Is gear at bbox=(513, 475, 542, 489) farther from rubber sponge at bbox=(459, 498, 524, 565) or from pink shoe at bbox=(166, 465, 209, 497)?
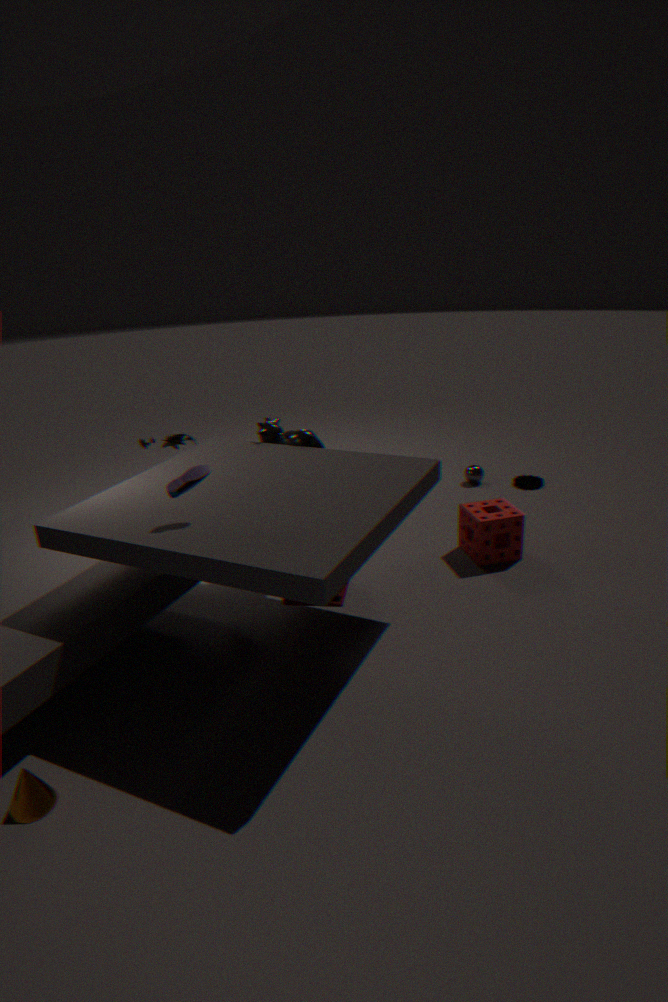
pink shoe at bbox=(166, 465, 209, 497)
